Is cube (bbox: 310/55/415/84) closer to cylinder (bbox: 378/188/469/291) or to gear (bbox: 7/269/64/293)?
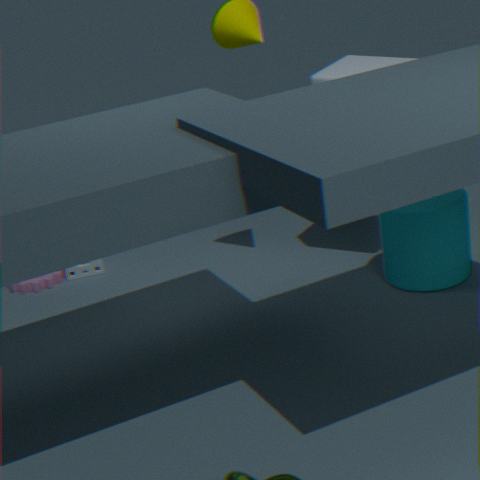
cylinder (bbox: 378/188/469/291)
